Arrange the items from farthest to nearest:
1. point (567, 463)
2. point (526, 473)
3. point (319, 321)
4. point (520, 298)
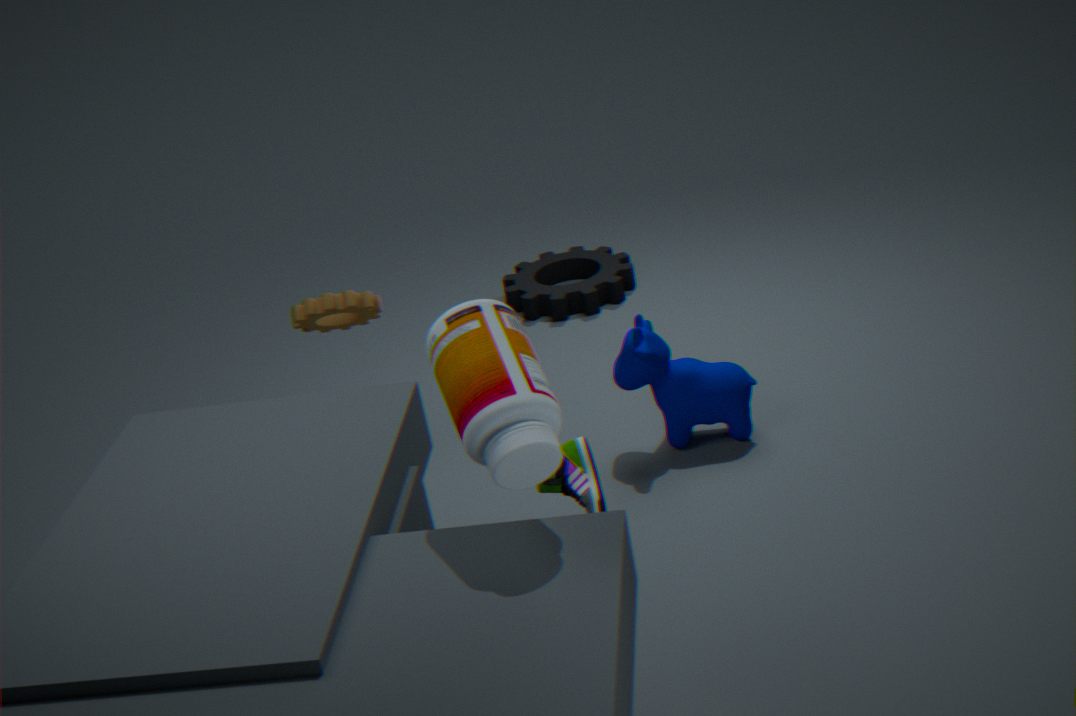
point (520, 298) < point (319, 321) < point (567, 463) < point (526, 473)
